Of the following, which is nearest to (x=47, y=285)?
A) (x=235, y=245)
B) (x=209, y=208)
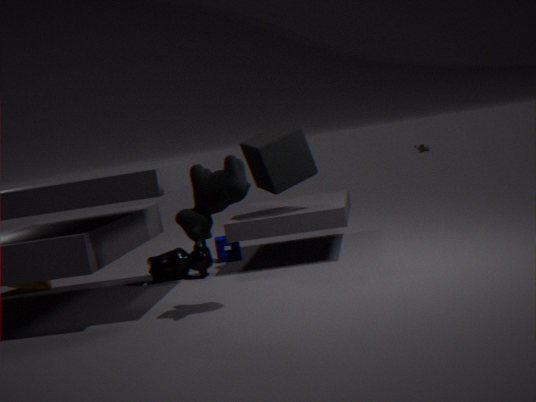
(x=235, y=245)
